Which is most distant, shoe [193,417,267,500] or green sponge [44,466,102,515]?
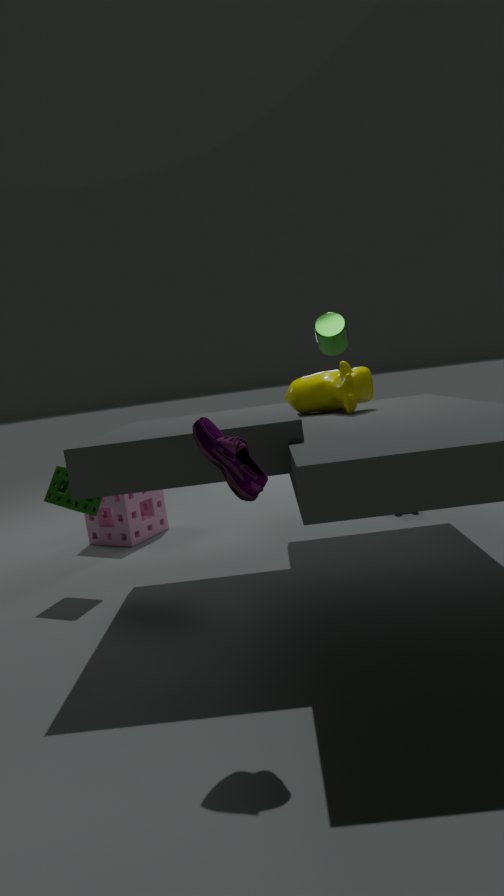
green sponge [44,466,102,515]
